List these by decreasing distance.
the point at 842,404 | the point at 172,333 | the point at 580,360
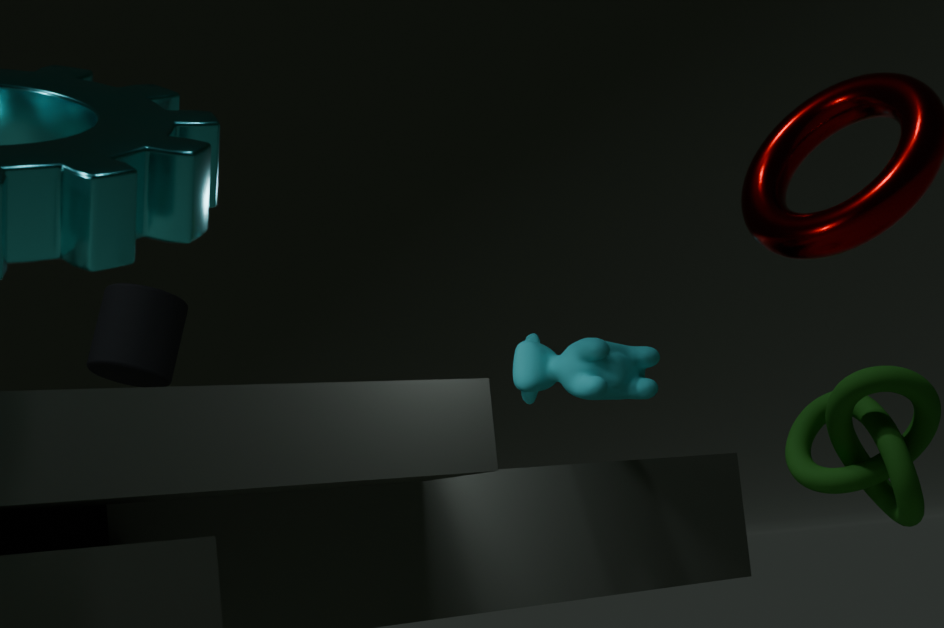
the point at 172,333
the point at 580,360
the point at 842,404
